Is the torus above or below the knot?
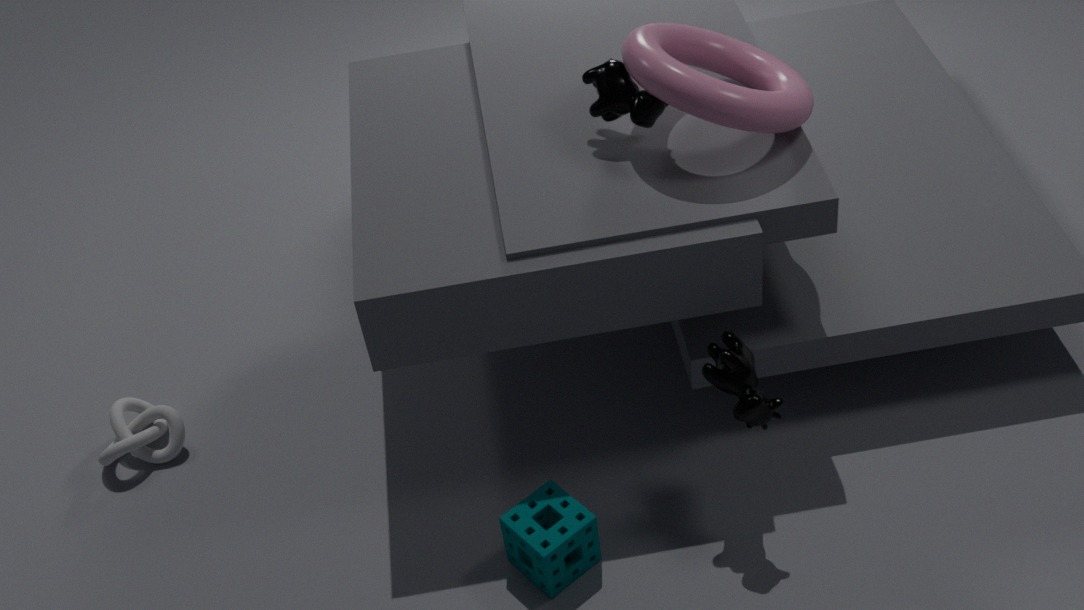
above
